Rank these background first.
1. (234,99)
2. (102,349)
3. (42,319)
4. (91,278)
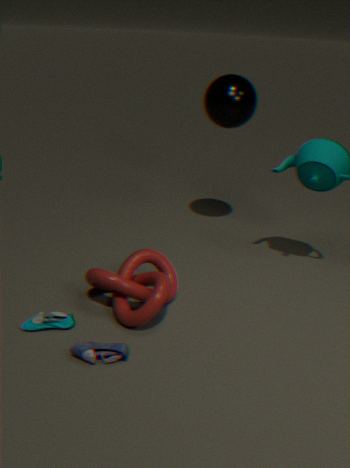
1. (234,99)
2. (91,278)
3. (42,319)
4. (102,349)
